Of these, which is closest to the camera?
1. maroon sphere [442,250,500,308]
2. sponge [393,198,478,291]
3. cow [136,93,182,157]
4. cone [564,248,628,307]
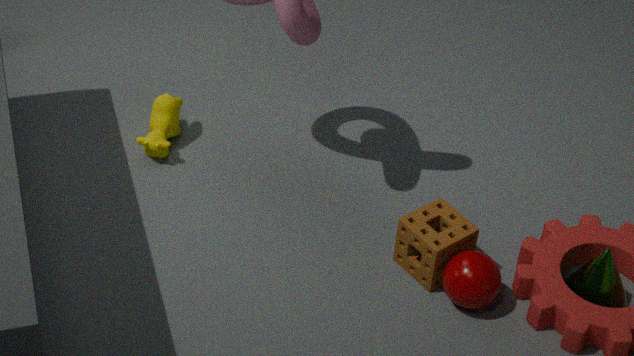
maroon sphere [442,250,500,308]
